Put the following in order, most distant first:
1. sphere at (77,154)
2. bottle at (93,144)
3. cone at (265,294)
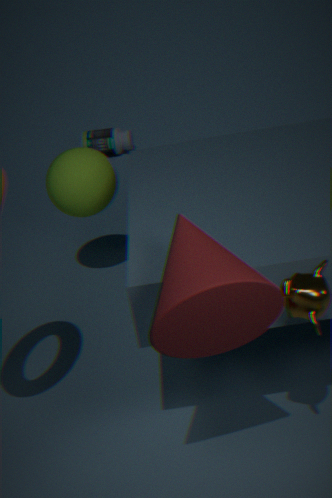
bottle at (93,144) < sphere at (77,154) < cone at (265,294)
